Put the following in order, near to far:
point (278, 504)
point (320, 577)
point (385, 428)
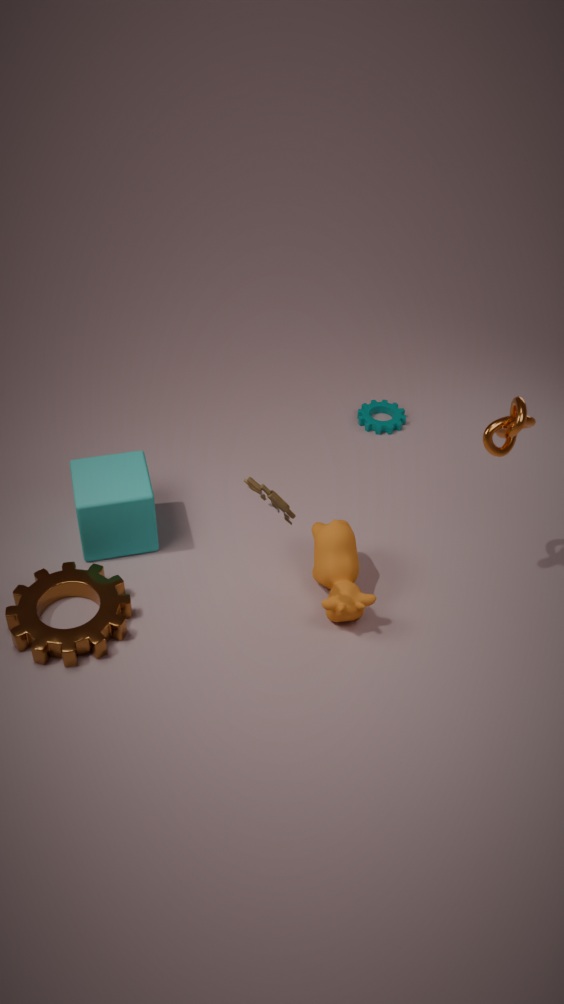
point (278, 504), point (320, 577), point (385, 428)
